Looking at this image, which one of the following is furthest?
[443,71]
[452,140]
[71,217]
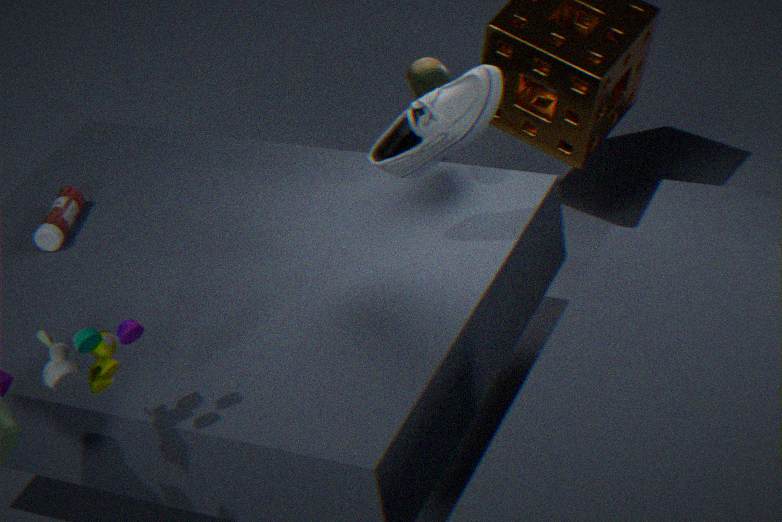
[71,217]
